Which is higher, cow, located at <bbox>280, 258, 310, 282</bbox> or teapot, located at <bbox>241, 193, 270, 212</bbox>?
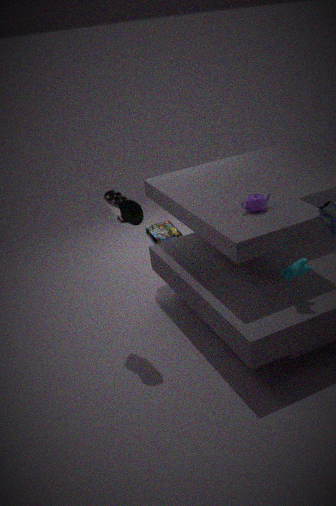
teapot, located at <bbox>241, 193, 270, 212</bbox>
